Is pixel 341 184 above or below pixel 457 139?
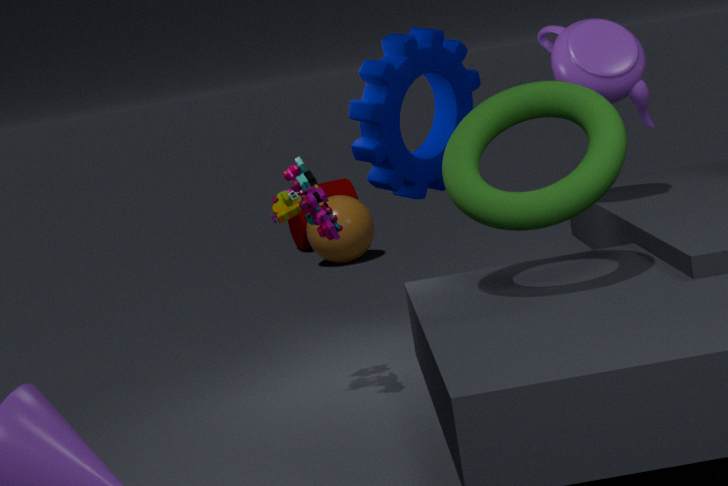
below
